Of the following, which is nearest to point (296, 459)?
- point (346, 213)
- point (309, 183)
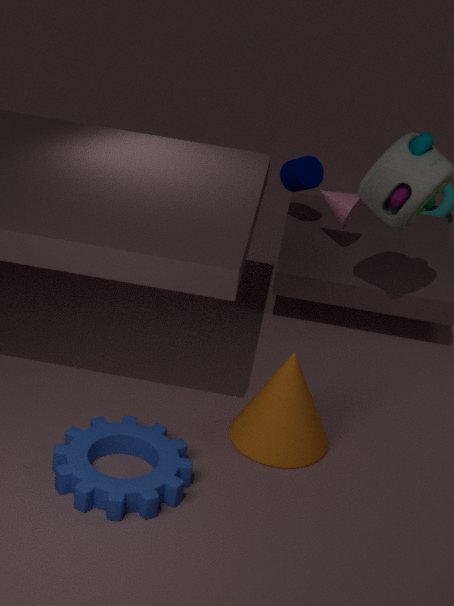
point (346, 213)
